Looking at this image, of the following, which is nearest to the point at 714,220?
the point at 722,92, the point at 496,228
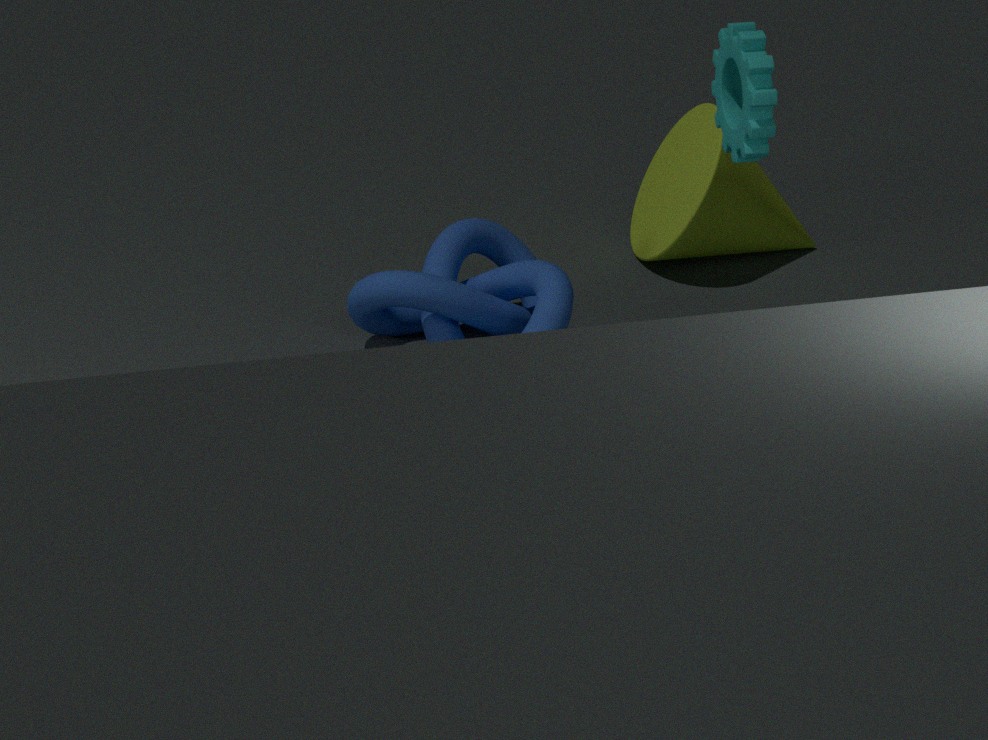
the point at 496,228
